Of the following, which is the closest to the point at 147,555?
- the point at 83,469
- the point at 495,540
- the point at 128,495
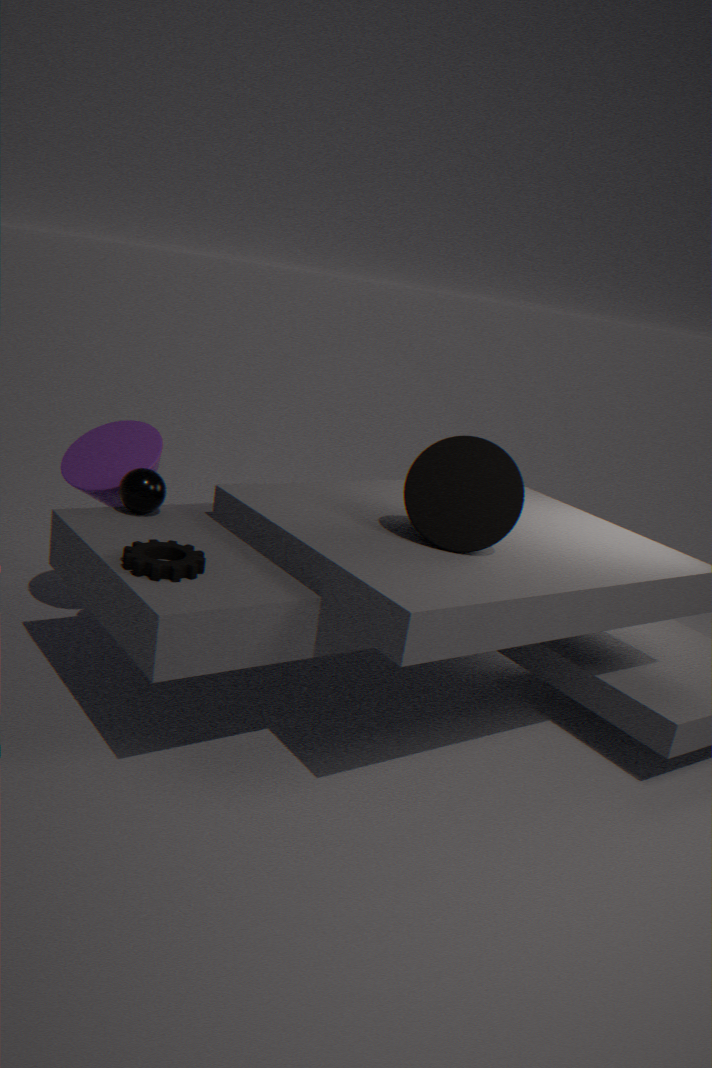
the point at 128,495
